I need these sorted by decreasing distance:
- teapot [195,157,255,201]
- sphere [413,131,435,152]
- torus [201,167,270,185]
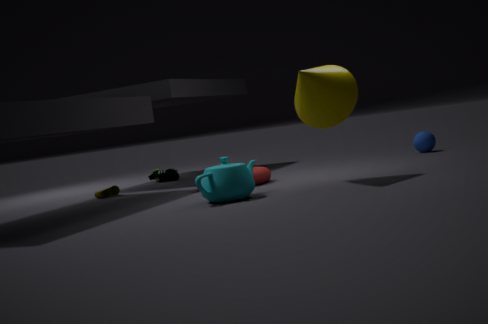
sphere [413,131,435,152] < torus [201,167,270,185] < teapot [195,157,255,201]
